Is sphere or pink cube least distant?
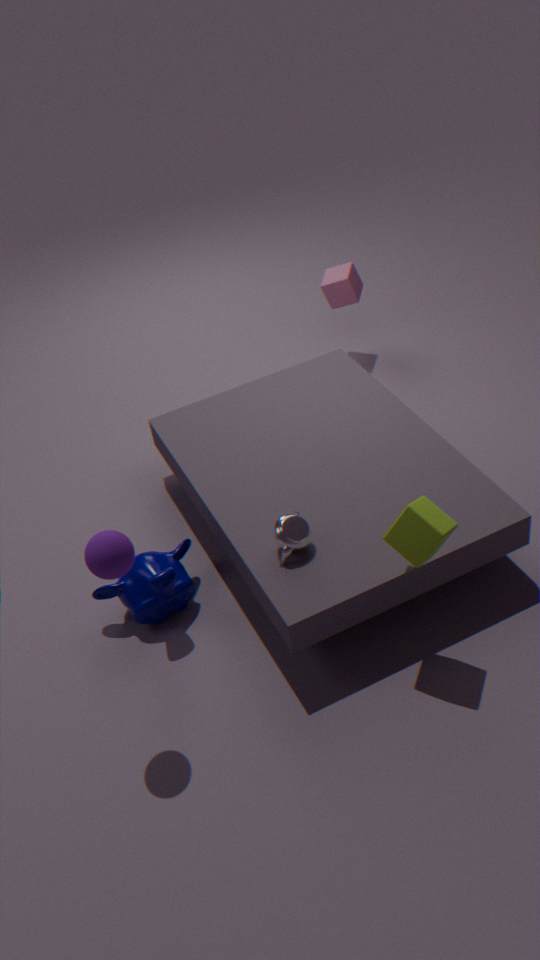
sphere
